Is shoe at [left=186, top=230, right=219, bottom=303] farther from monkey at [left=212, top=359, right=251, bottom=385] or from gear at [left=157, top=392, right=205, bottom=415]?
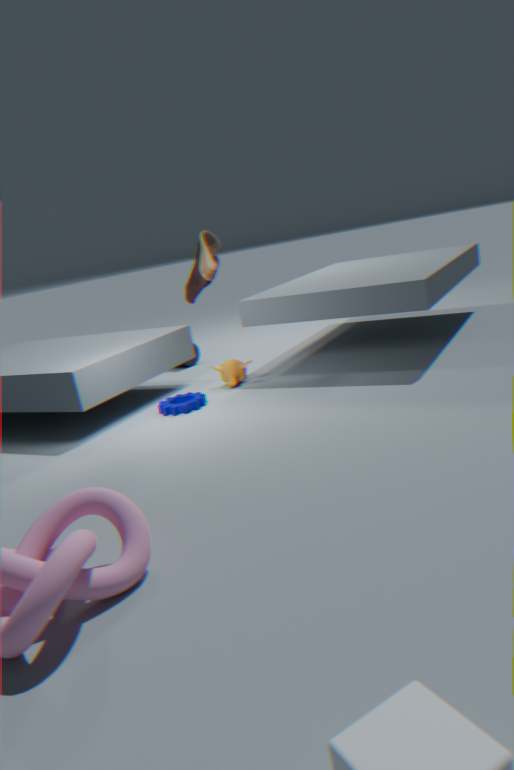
gear at [left=157, top=392, right=205, bottom=415]
